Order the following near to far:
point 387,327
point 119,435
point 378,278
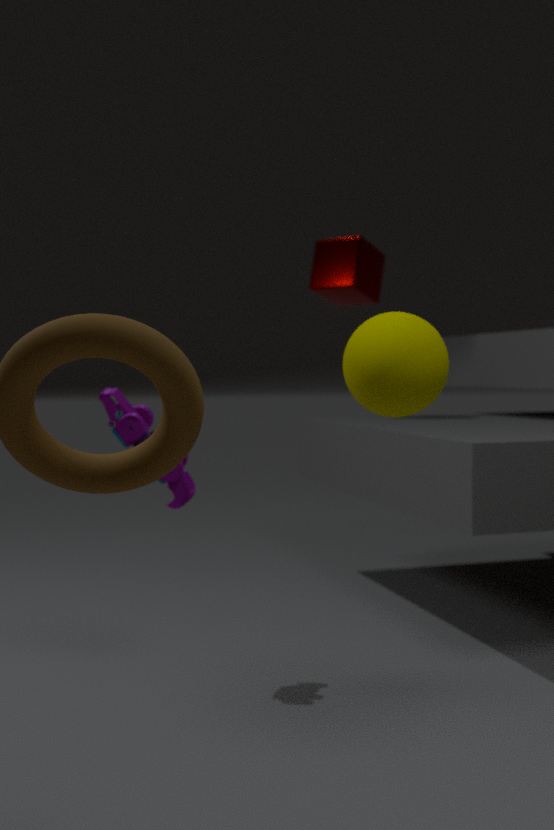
point 387,327 → point 119,435 → point 378,278
